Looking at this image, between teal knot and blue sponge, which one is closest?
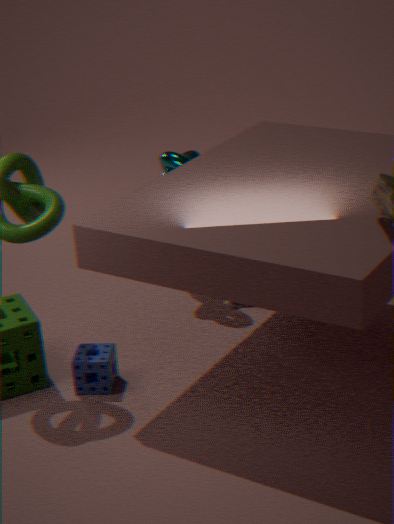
blue sponge
